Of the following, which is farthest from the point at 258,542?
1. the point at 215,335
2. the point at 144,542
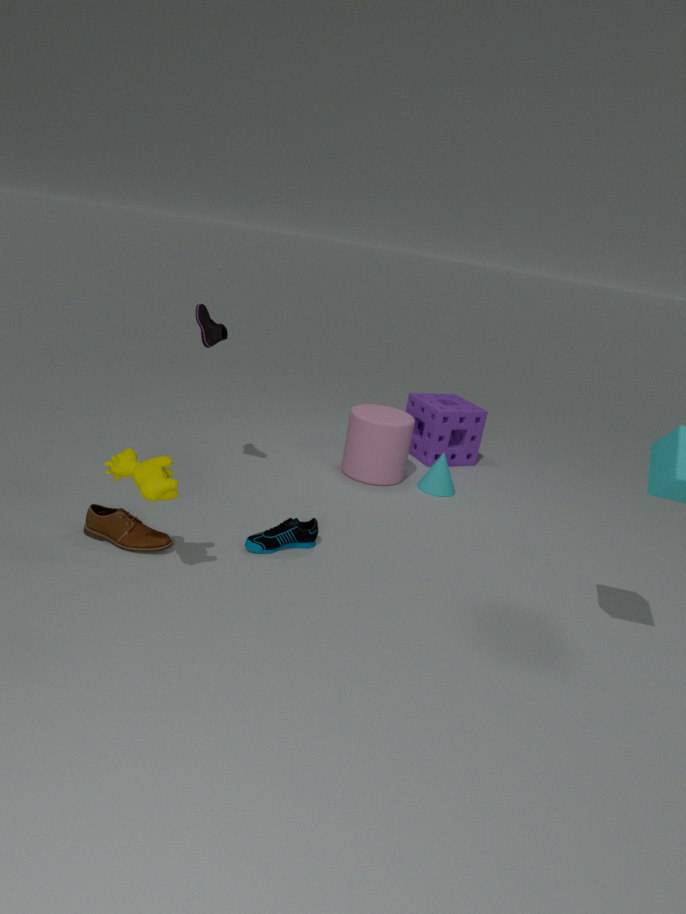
the point at 215,335
